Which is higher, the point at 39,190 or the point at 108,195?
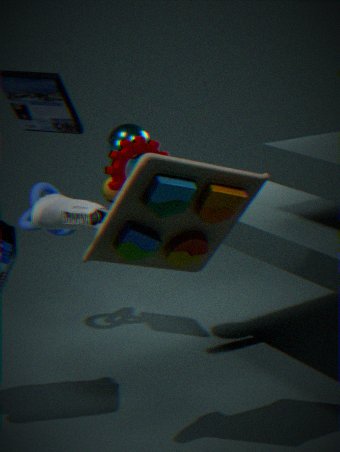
the point at 39,190
